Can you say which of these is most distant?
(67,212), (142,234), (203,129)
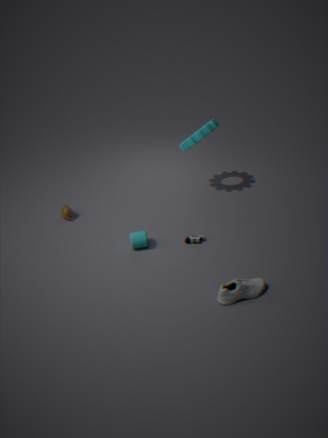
(67,212)
